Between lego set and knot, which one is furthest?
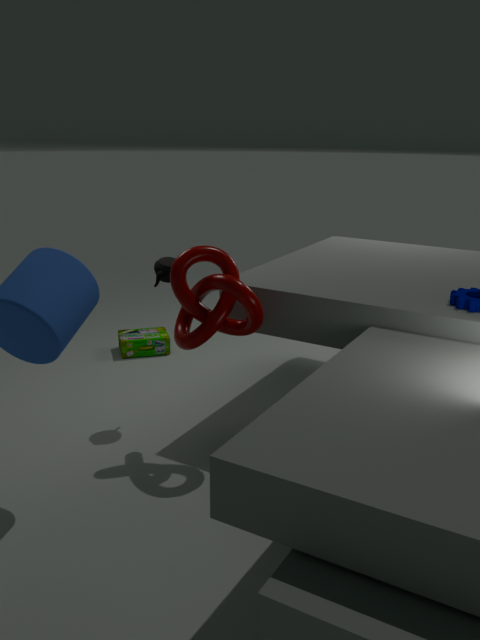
lego set
